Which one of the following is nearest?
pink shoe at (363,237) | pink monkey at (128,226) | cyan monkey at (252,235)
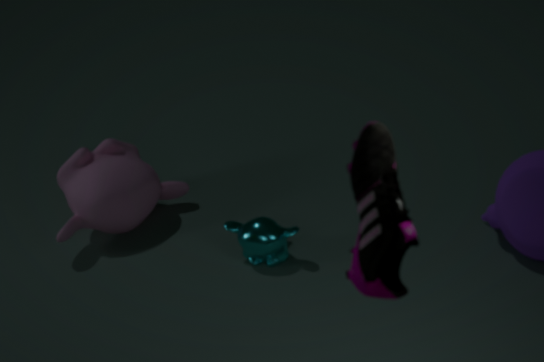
pink shoe at (363,237)
